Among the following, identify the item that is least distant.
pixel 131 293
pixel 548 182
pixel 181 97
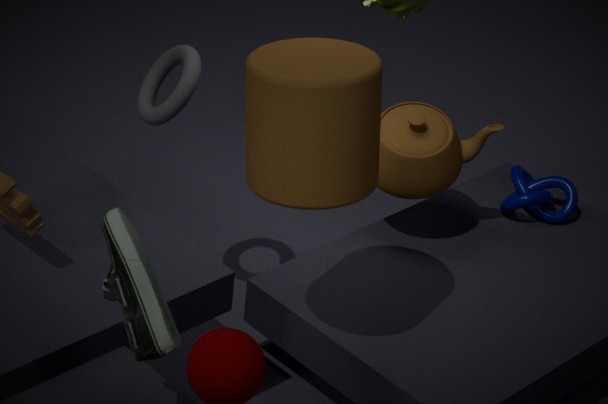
pixel 131 293
